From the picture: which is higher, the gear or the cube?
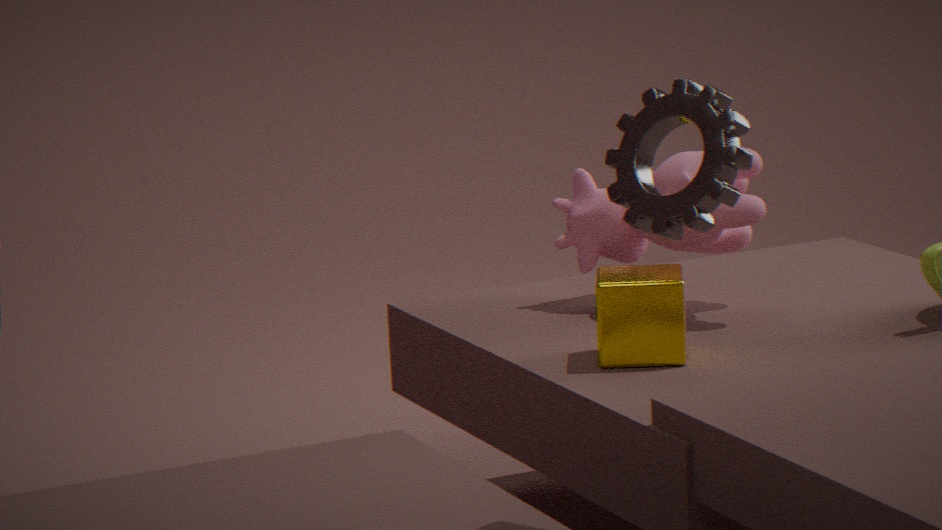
the gear
